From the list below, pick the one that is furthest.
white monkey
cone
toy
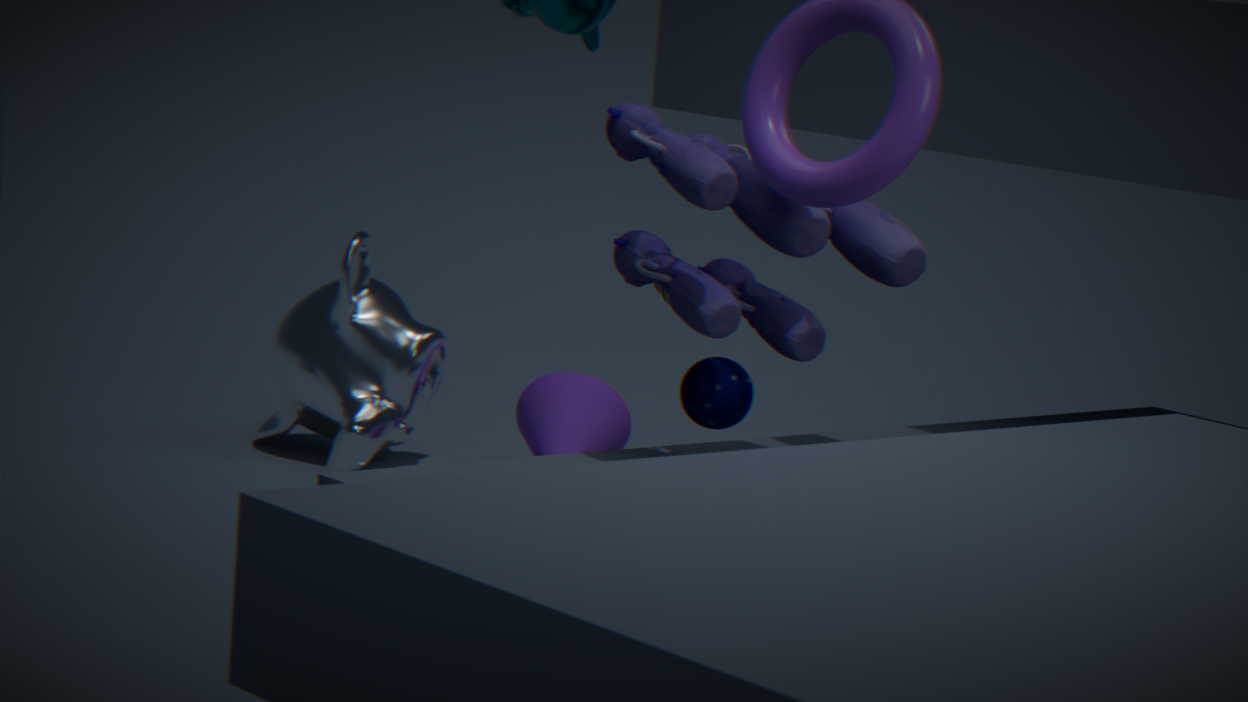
cone
